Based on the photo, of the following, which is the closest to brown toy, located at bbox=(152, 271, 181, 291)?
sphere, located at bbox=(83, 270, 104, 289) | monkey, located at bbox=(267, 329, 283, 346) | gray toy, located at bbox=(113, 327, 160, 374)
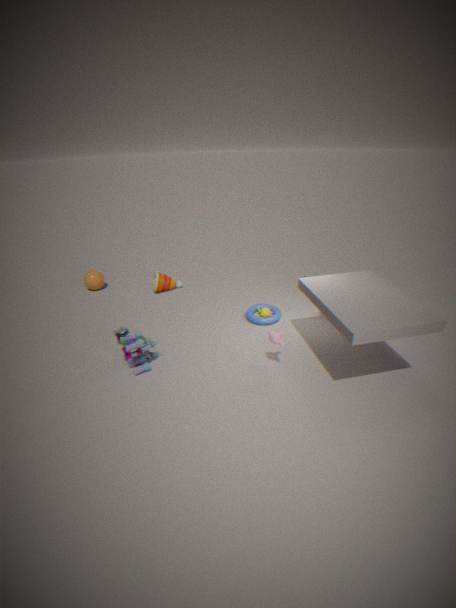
sphere, located at bbox=(83, 270, 104, 289)
